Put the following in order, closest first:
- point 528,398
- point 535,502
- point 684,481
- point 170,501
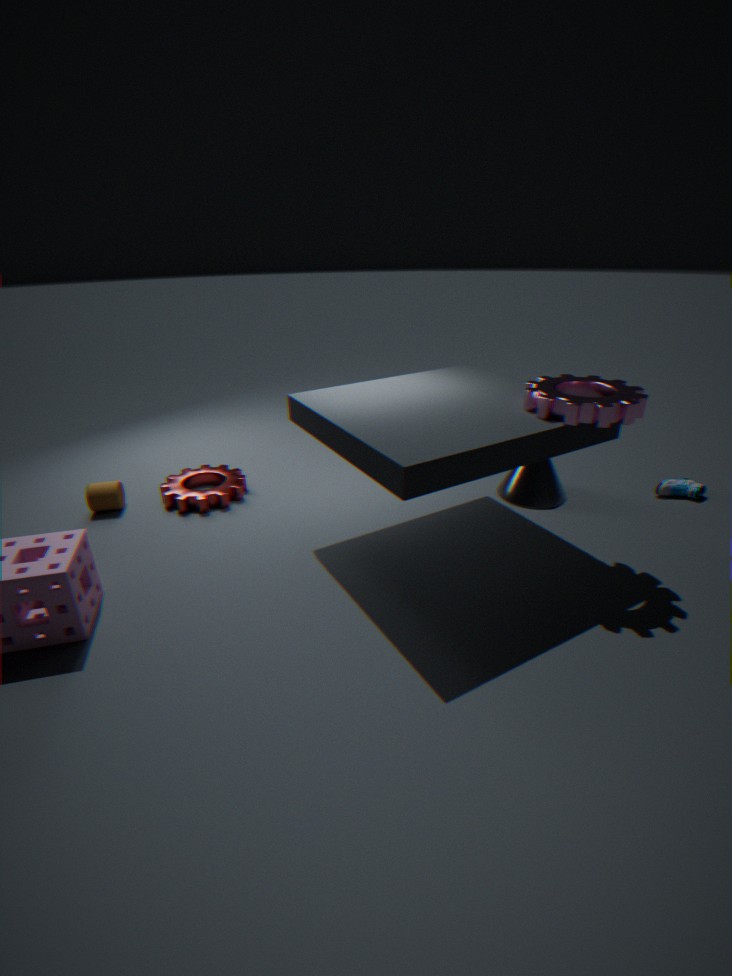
point 528,398 → point 535,502 → point 170,501 → point 684,481
